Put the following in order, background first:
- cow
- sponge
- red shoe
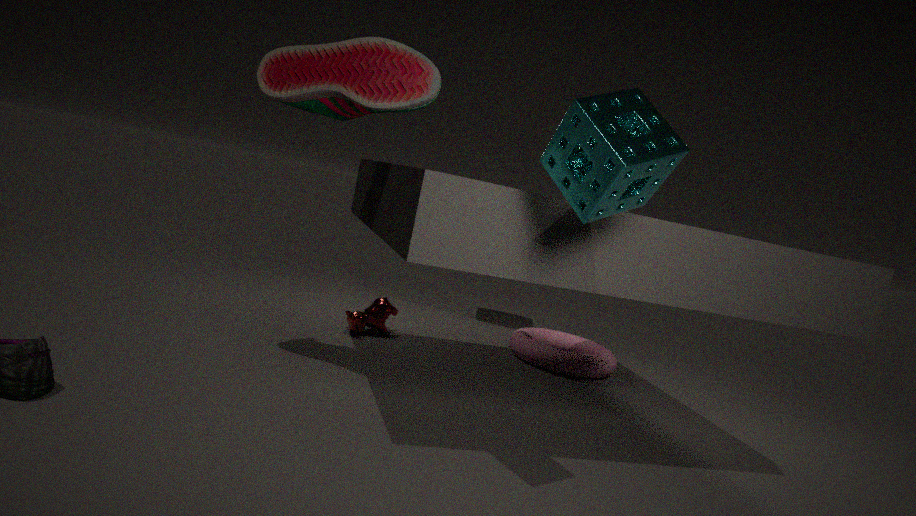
cow, red shoe, sponge
